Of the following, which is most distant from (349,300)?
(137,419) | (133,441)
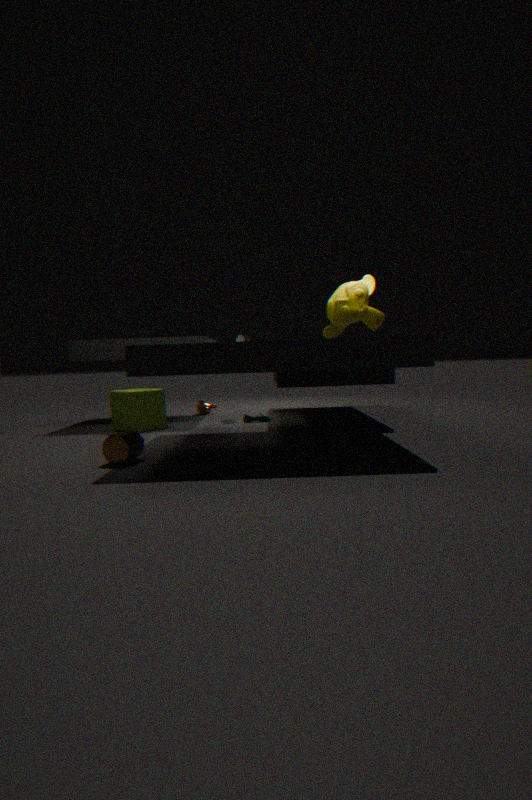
(137,419)
